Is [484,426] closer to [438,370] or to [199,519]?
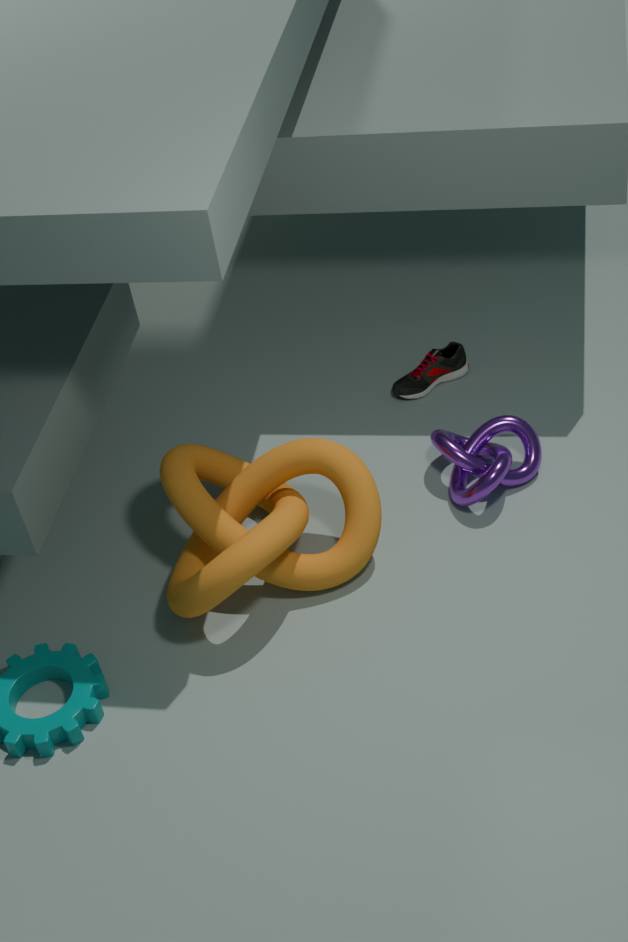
[438,370]
